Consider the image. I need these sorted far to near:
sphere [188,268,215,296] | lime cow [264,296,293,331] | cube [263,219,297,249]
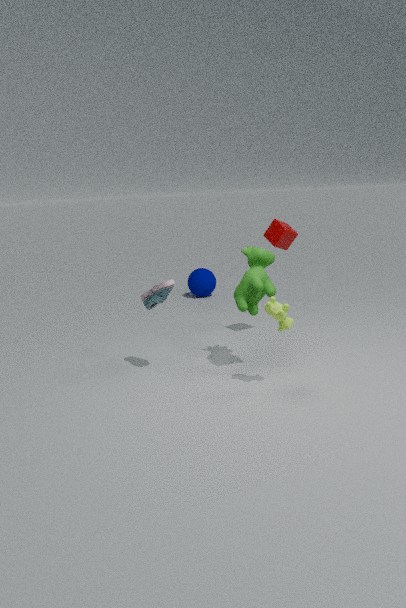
1. sphere [188,268,215,296]
2. cube [263,219,297,249]
3. lime cow [264,296,293,331]
